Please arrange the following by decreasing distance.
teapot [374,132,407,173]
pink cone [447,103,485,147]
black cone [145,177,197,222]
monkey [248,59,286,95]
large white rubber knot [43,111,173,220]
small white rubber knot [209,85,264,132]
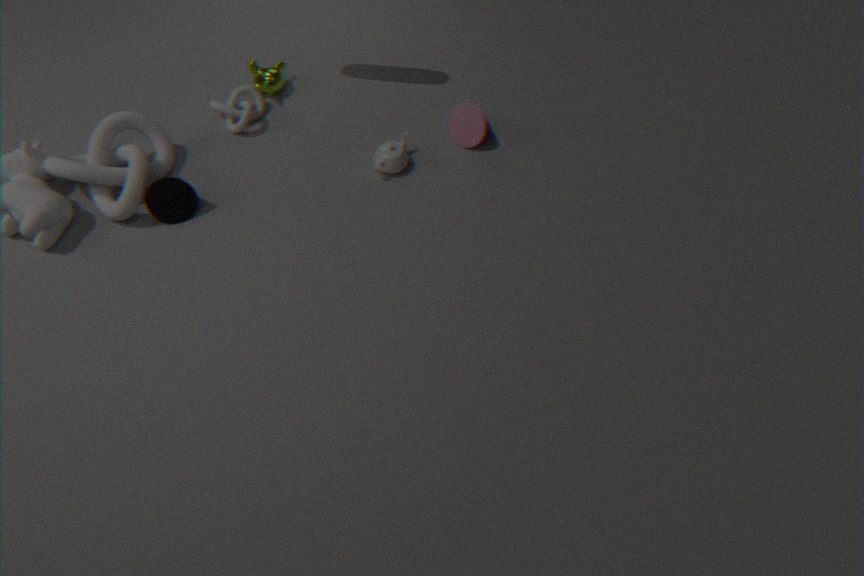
monkey [248,59,286,95] → small white rubber knot [209,85,264,132] → pink cone [447,103,485,147] → teapot [374,132,407,173] → black cone [145,177,197,222] → large white rubber knot [43,111,173,220]
